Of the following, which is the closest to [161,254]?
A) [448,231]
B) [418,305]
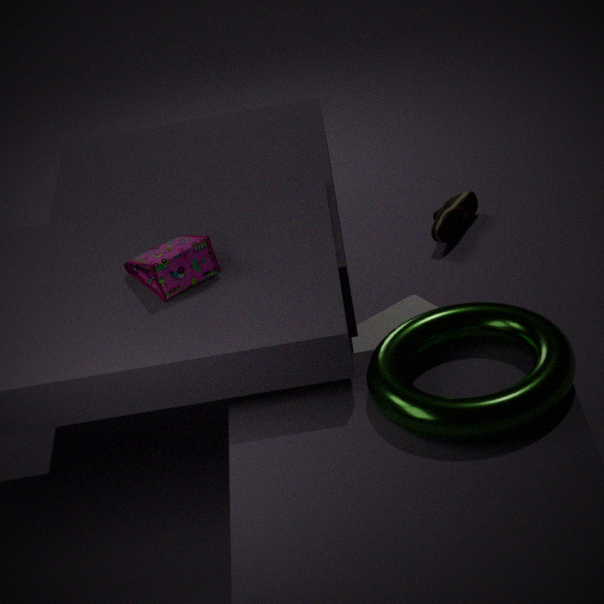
[418,305]
